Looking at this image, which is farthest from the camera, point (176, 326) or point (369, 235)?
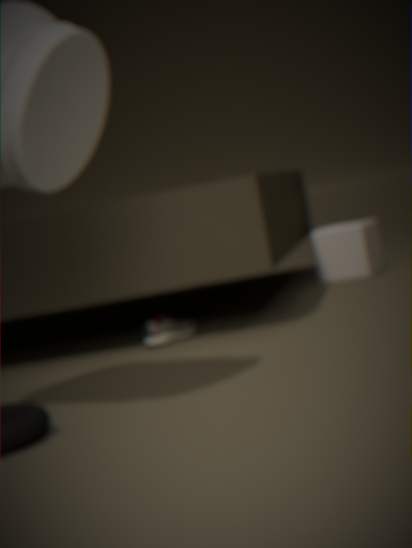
point (369, 235)
